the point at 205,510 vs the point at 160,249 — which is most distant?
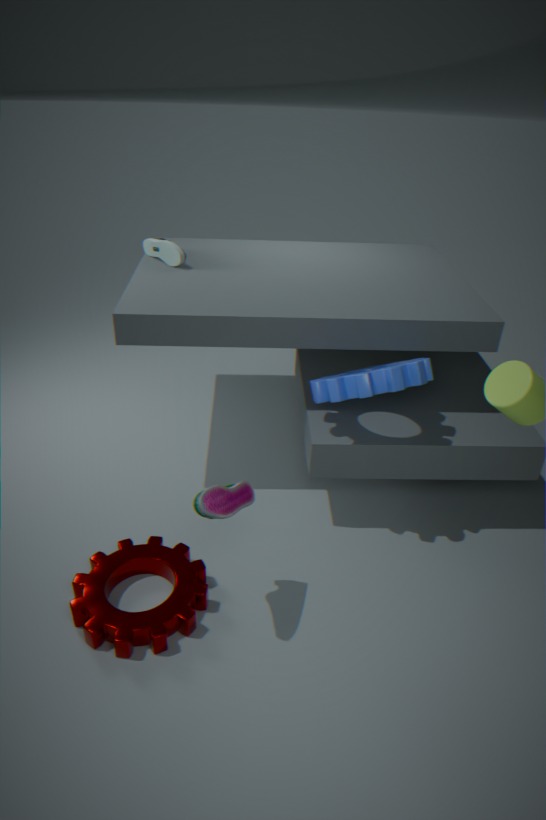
the point at 160,249
